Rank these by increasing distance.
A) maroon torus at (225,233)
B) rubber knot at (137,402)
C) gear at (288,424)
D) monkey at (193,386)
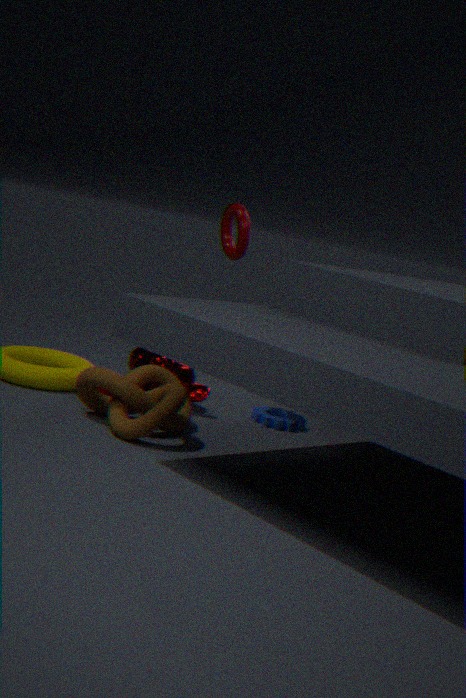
1. rubber knot at (137,402)
2. maroon torus at (225,233)
3. monkey at (193,386)
4. gear at (288,424)
